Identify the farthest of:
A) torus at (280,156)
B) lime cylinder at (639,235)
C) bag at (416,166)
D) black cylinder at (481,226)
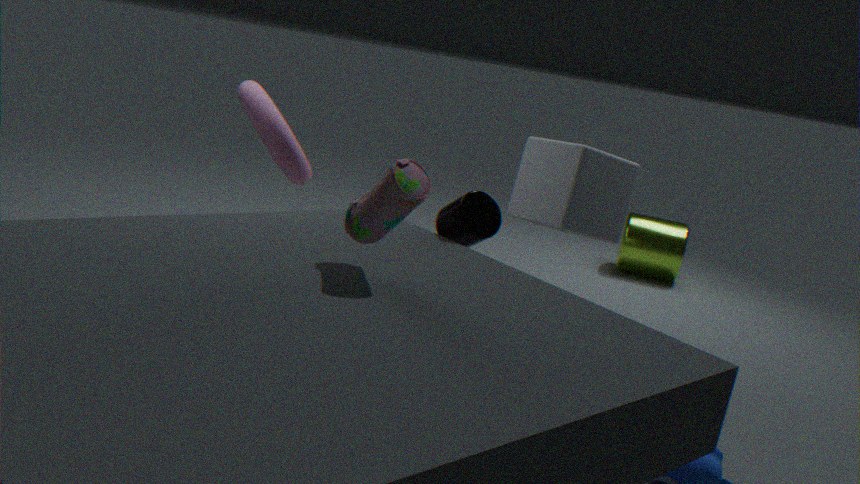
lime cylinder at (639,235)
